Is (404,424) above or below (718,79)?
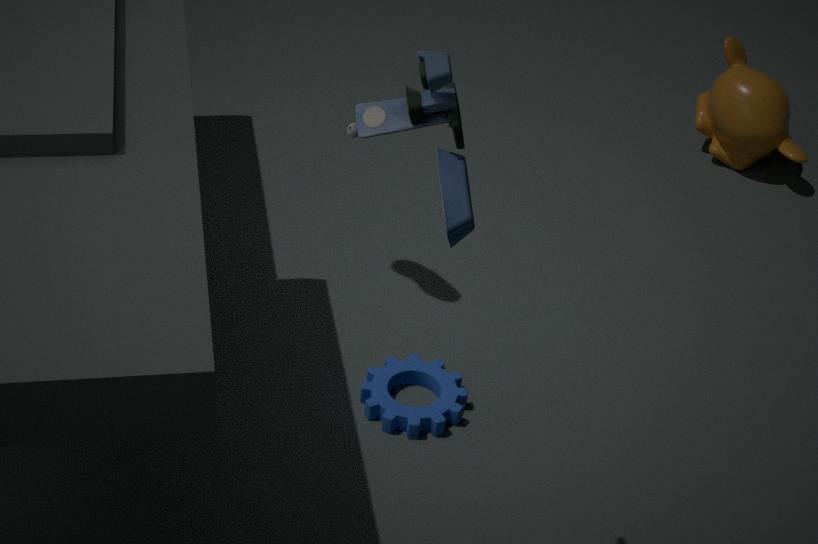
below
